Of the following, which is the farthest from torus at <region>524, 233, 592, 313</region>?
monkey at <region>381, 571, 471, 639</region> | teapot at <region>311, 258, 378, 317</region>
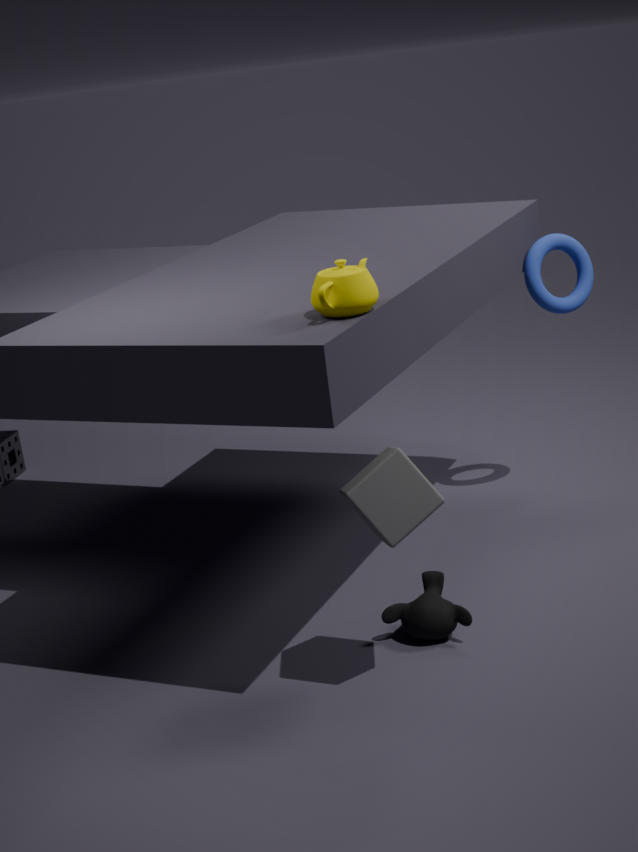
teapot at <region>311, 258, 378, 317</region>
